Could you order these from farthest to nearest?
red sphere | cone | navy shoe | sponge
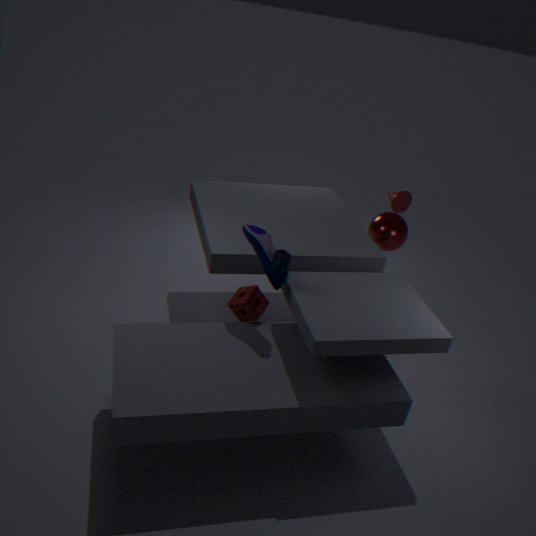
red sphere, cone, sponge, navy shoe
